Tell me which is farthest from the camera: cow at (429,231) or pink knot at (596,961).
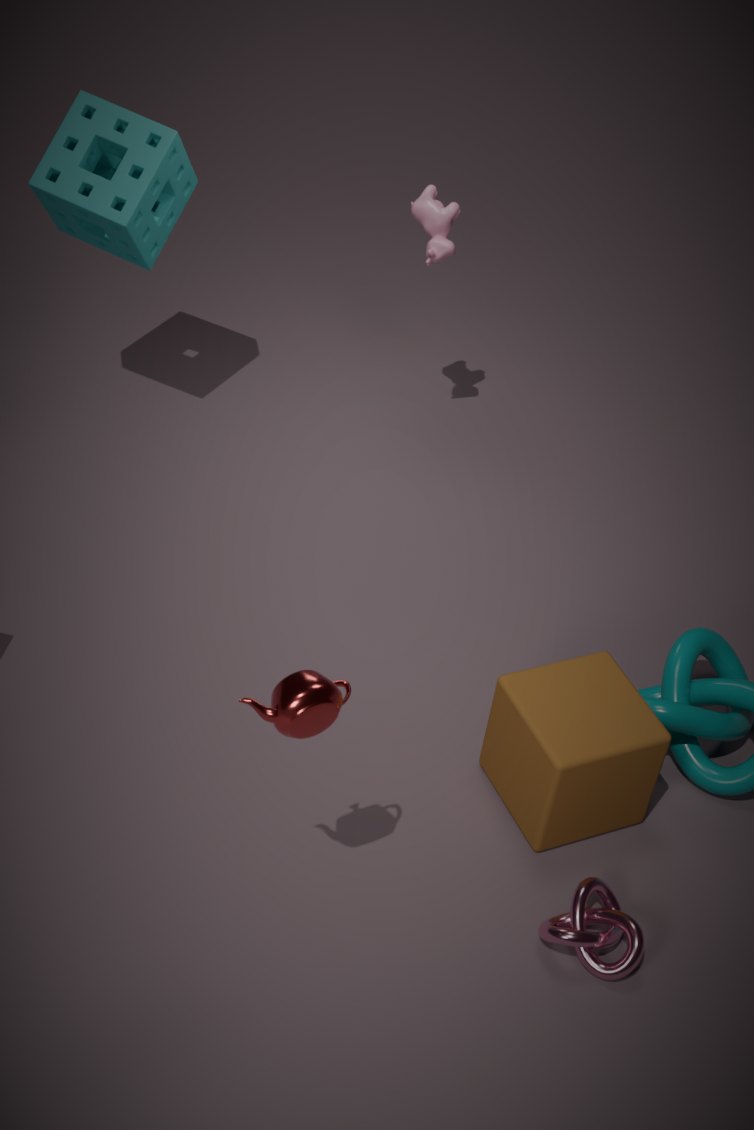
cow at (429,231)
